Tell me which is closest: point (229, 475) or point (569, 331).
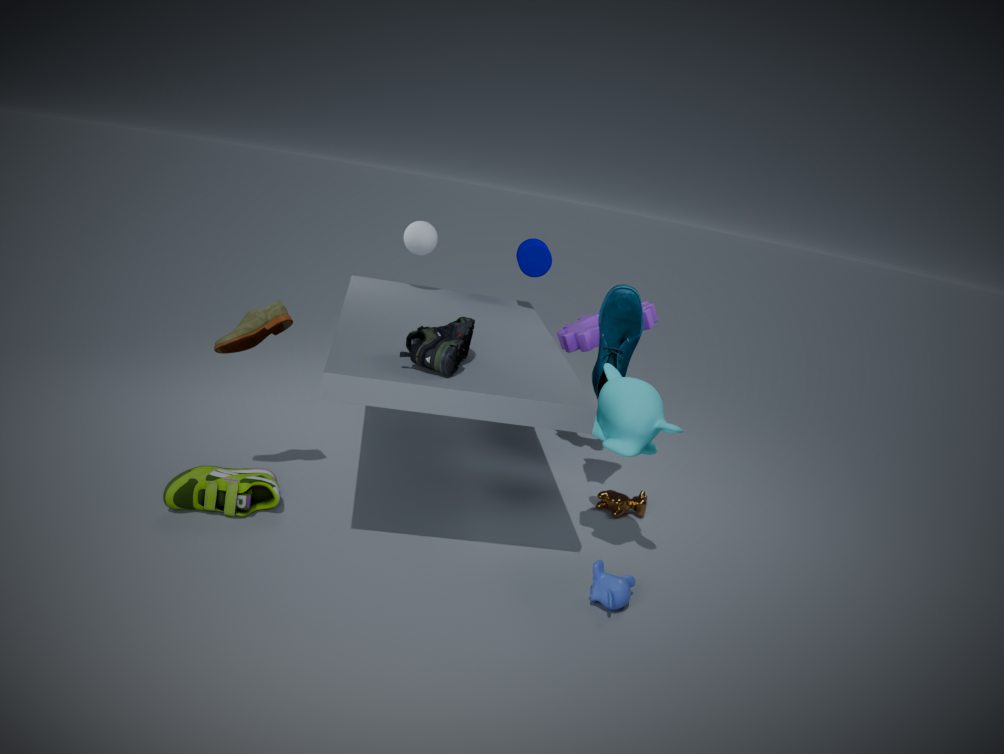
point (229, 475)
